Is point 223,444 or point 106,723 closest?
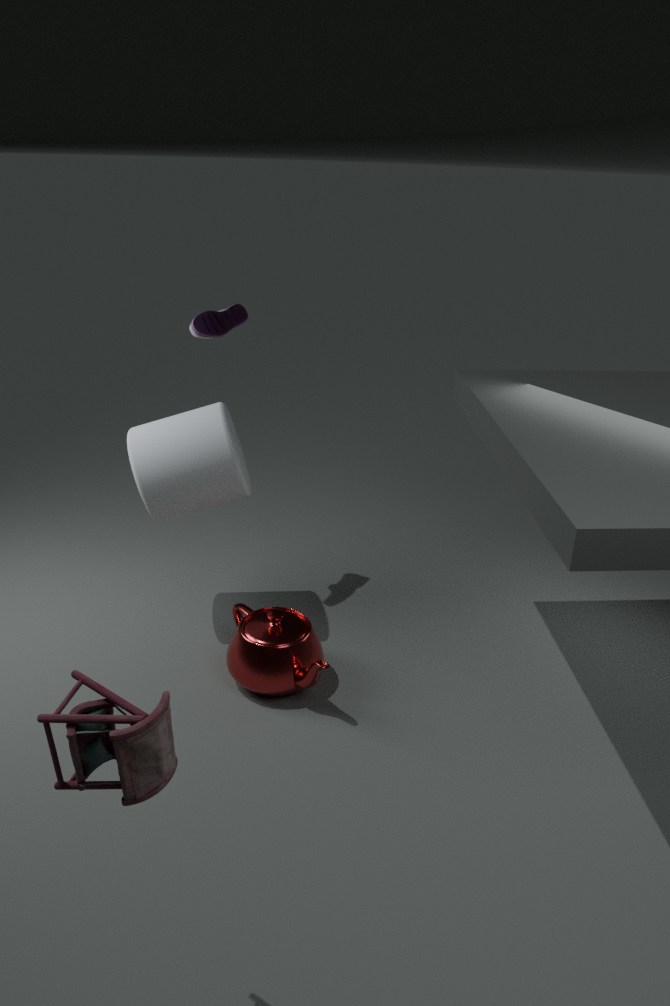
point 106,723
